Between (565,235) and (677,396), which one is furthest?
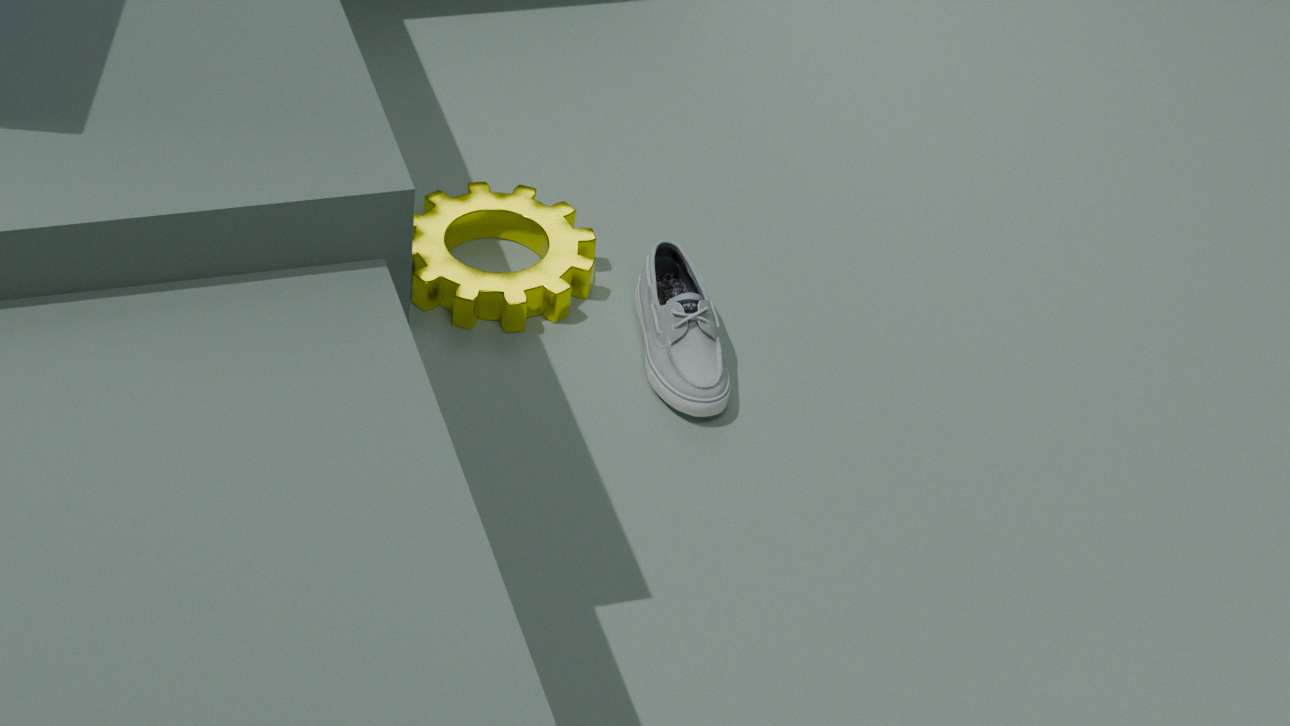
(565,235)
